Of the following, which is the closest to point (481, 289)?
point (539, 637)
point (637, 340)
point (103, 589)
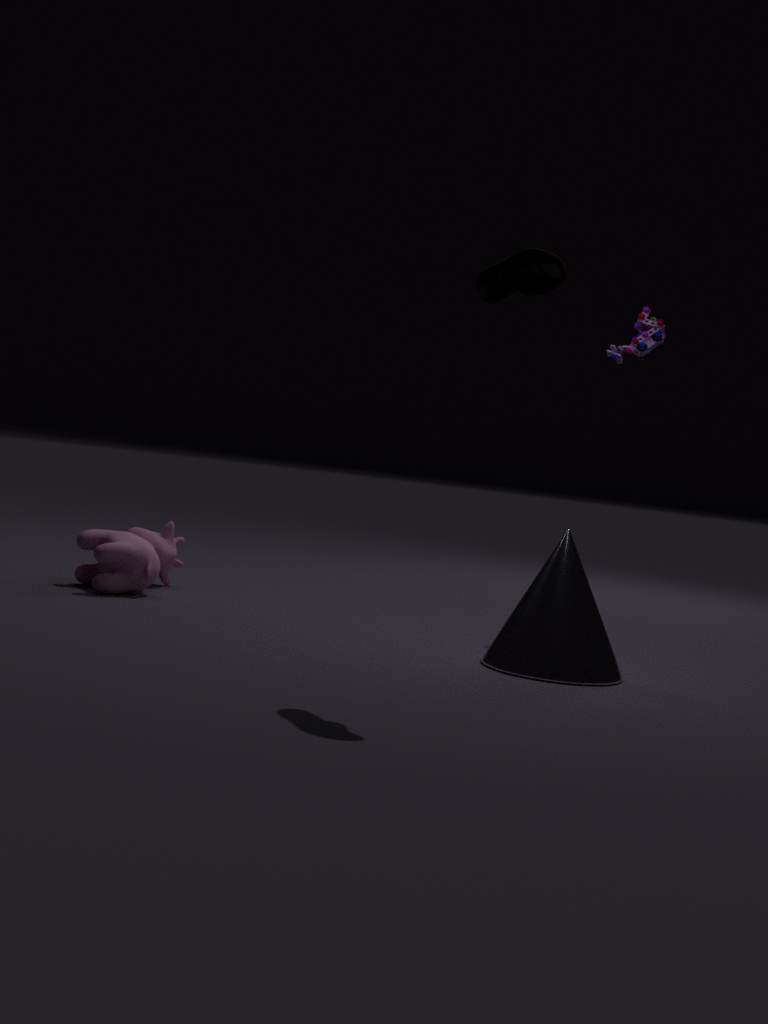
point (539, 637)
